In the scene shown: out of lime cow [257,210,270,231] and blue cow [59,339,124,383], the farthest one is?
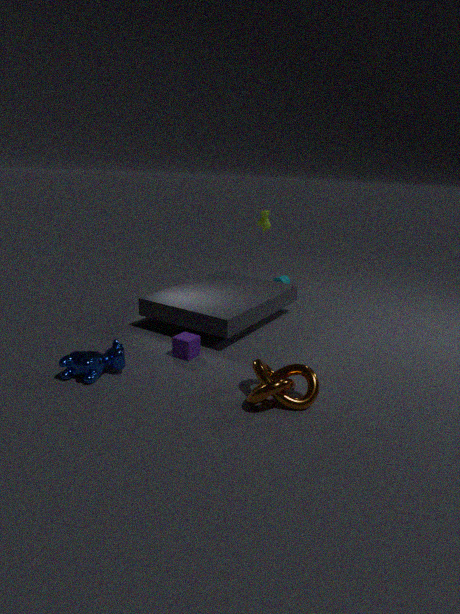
lime cow [257,210,270,231]
